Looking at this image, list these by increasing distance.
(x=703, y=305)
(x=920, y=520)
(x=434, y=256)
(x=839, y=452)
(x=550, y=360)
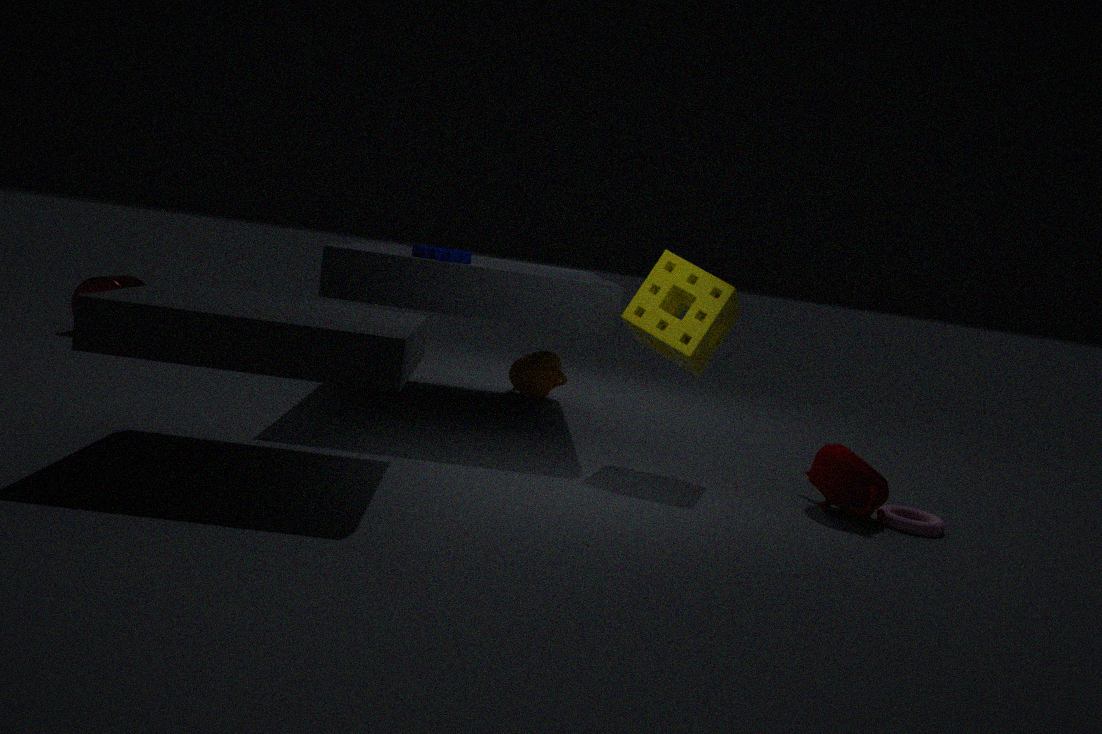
(x=839, y=452)
(x=920, y=520)
(x=703, y=305)
(x=434, y=256)
(x=550, y=360)
